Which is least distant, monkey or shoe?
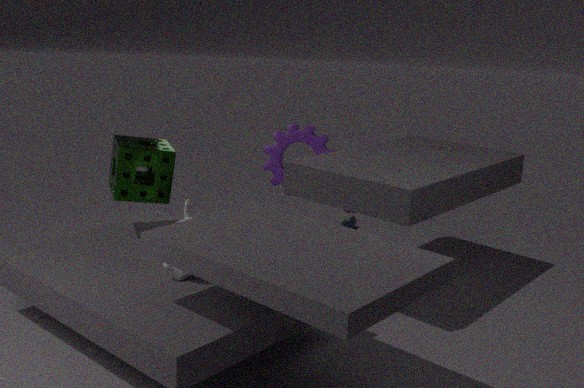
monkey
